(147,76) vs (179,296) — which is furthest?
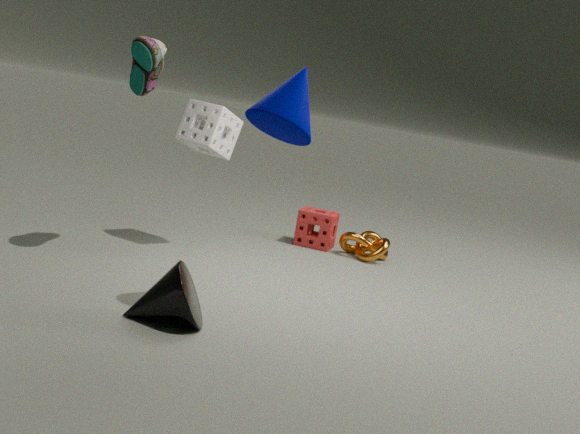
(147,76)
